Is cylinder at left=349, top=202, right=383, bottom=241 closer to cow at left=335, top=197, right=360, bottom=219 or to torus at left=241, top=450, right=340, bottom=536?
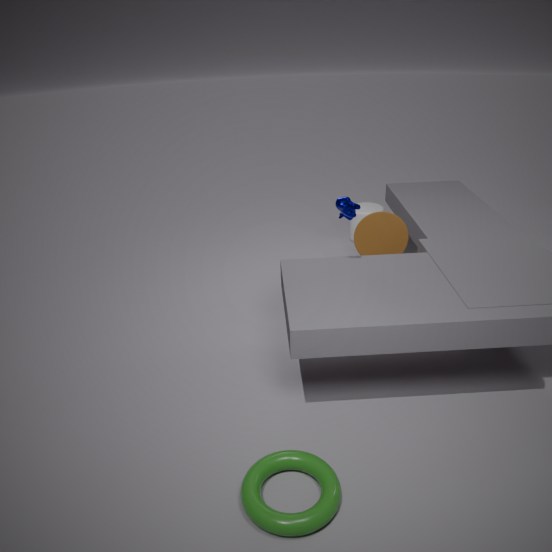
cow at left=335, top=197, right=360, bottom=219
